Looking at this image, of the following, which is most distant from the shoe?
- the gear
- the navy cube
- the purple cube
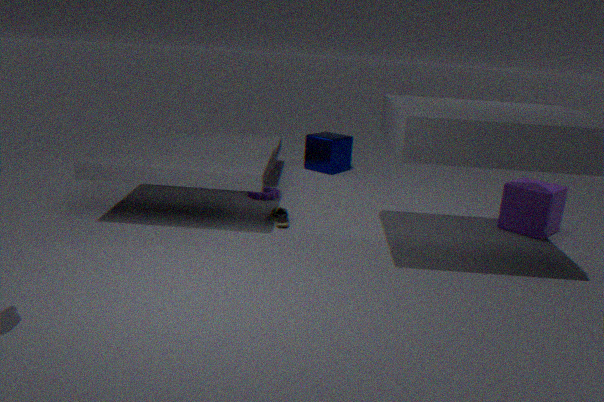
the purple cube
